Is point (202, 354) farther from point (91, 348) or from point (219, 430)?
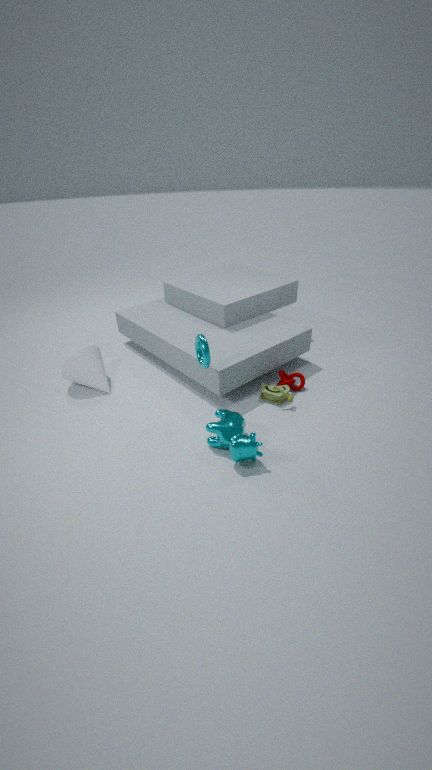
point (91, 348)
